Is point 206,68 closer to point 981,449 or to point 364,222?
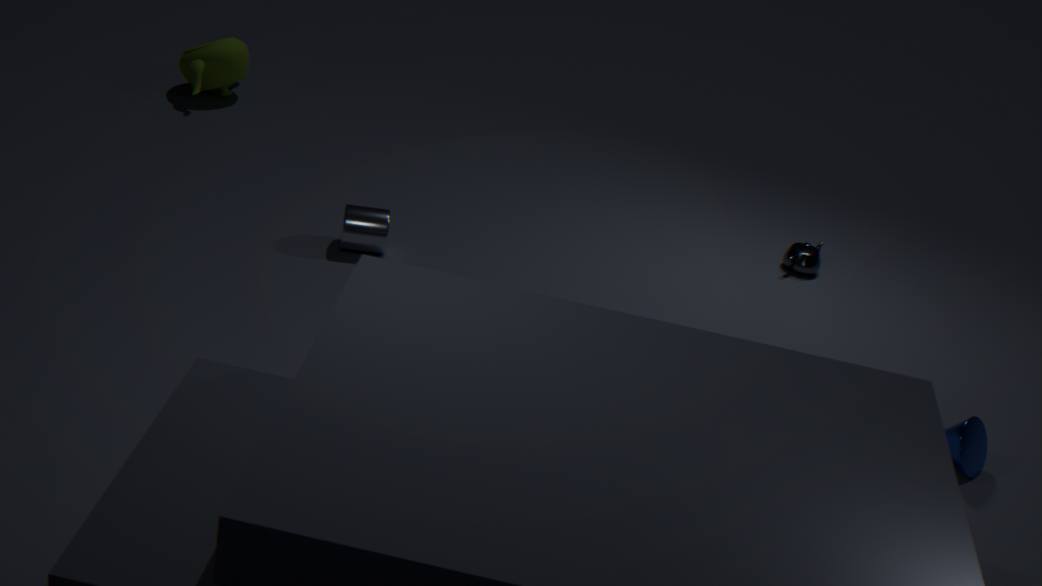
point 364,222
